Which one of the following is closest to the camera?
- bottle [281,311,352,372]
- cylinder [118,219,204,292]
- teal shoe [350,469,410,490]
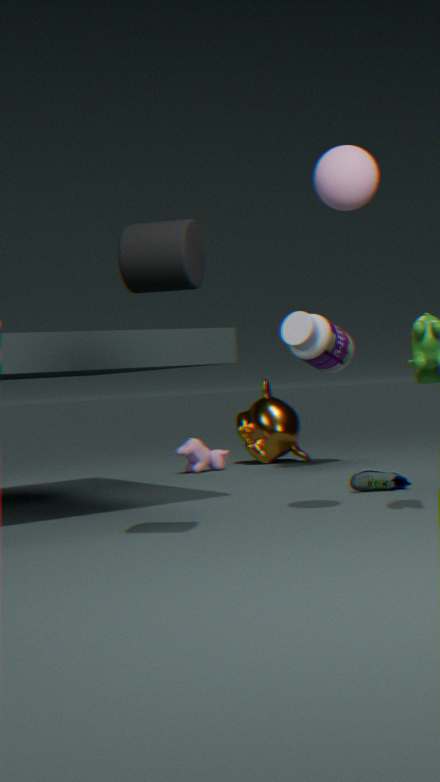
cylinder [118,219,204,292]
